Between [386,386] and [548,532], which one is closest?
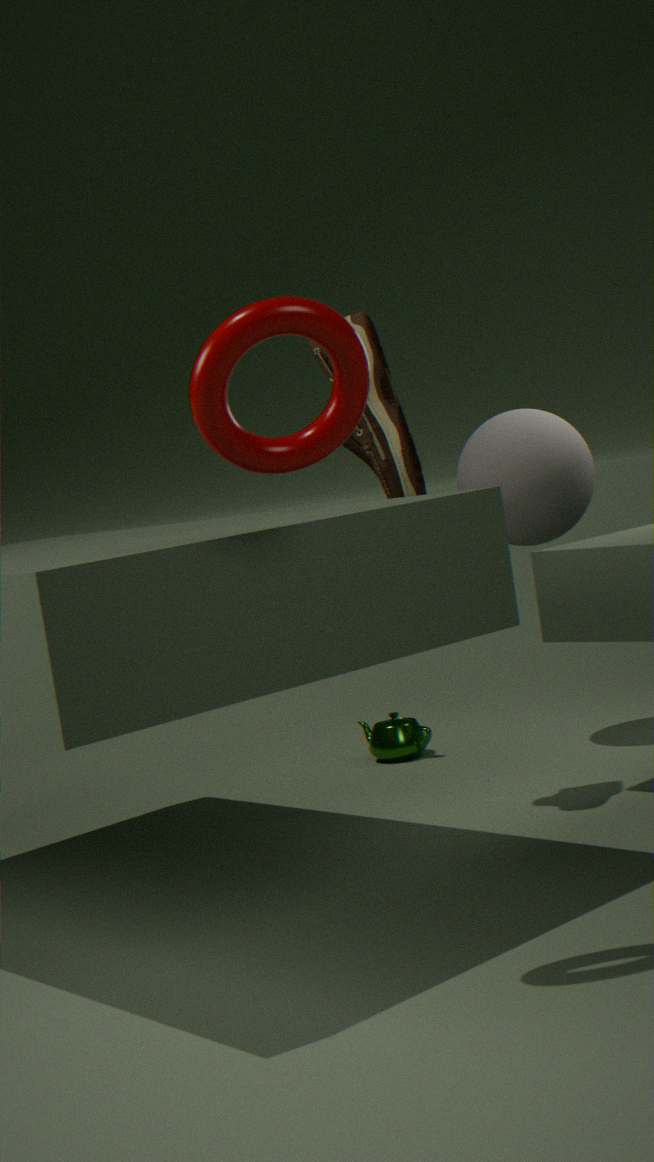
[386,386]
